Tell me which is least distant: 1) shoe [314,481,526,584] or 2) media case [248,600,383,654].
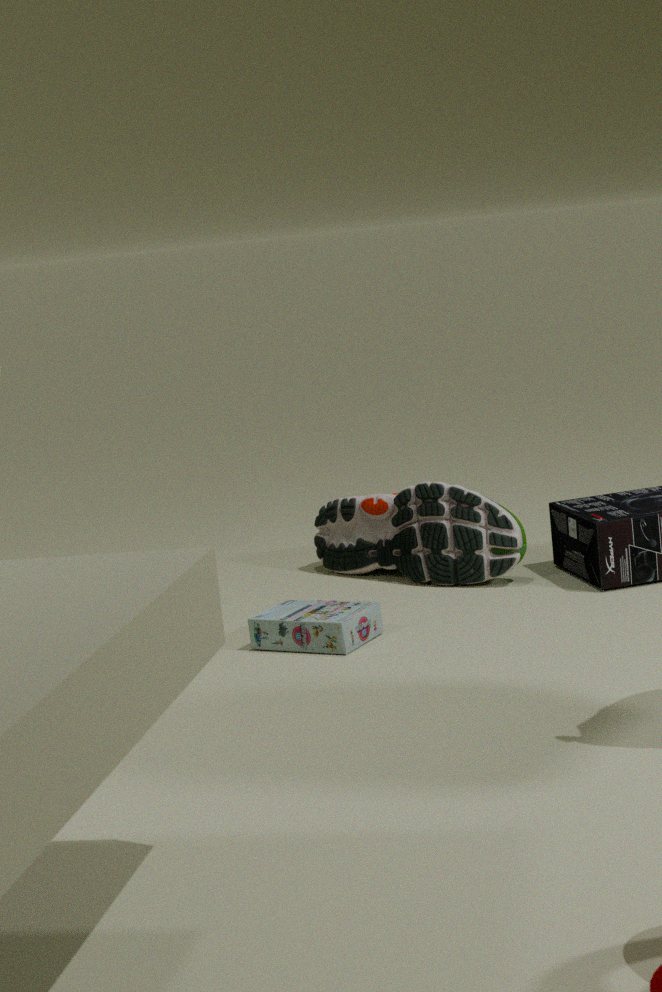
2. media case [248,600,383,654]
